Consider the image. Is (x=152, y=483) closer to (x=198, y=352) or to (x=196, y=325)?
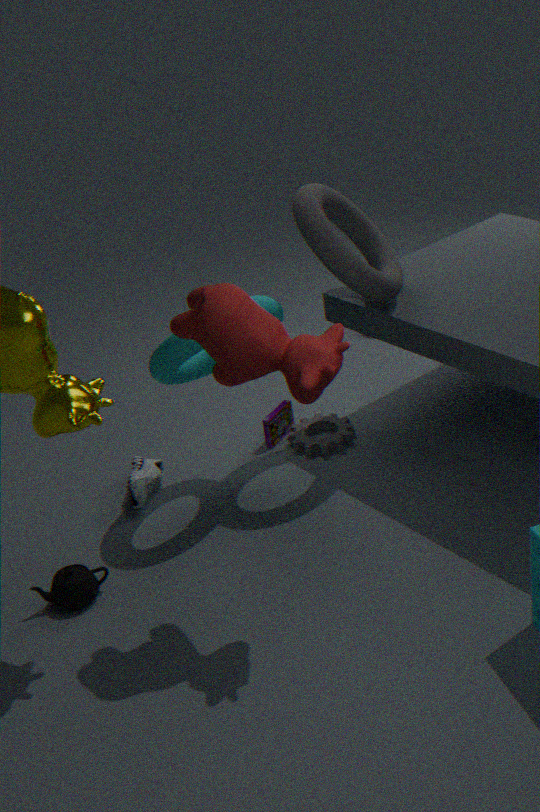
(x=198, y=352)
